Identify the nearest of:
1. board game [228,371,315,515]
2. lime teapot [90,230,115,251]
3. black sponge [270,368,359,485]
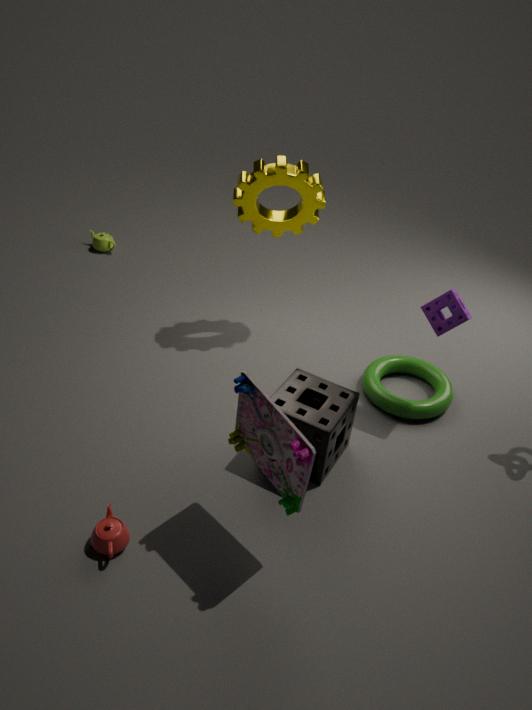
board game [228,371,315,515]
